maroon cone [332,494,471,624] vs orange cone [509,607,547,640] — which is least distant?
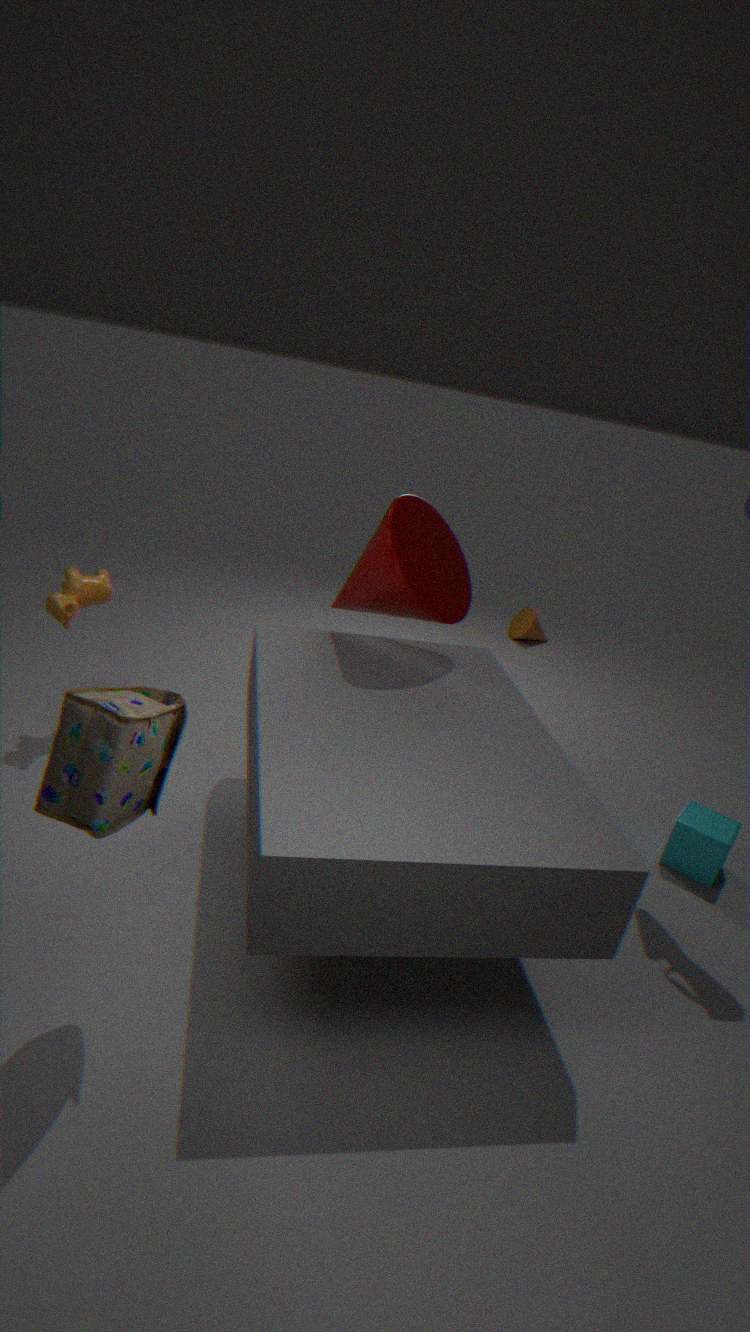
maroon cone [332,494,471,624]
